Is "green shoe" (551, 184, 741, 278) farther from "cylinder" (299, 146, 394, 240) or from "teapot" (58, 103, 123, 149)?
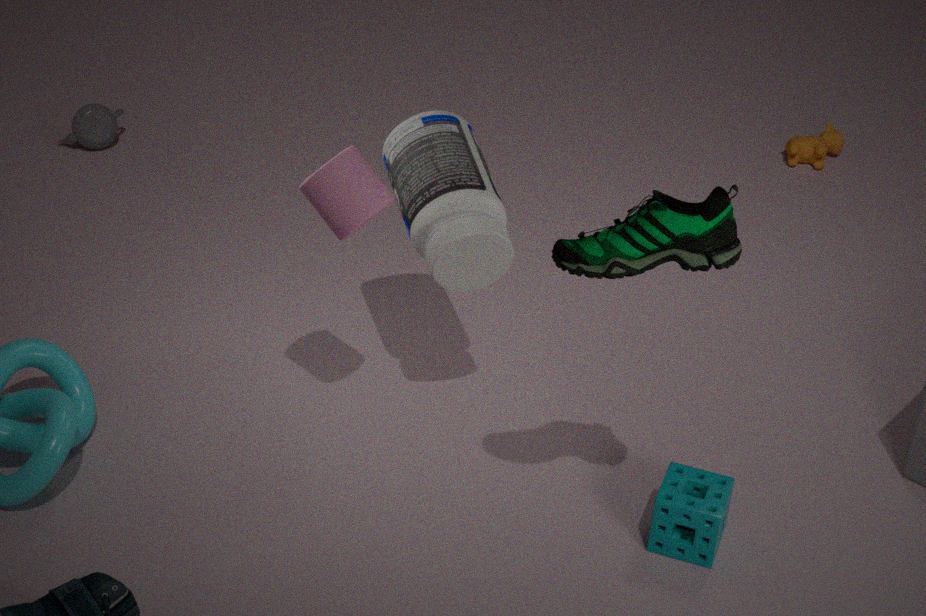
"teapot" (58, 103, 123, 149)
